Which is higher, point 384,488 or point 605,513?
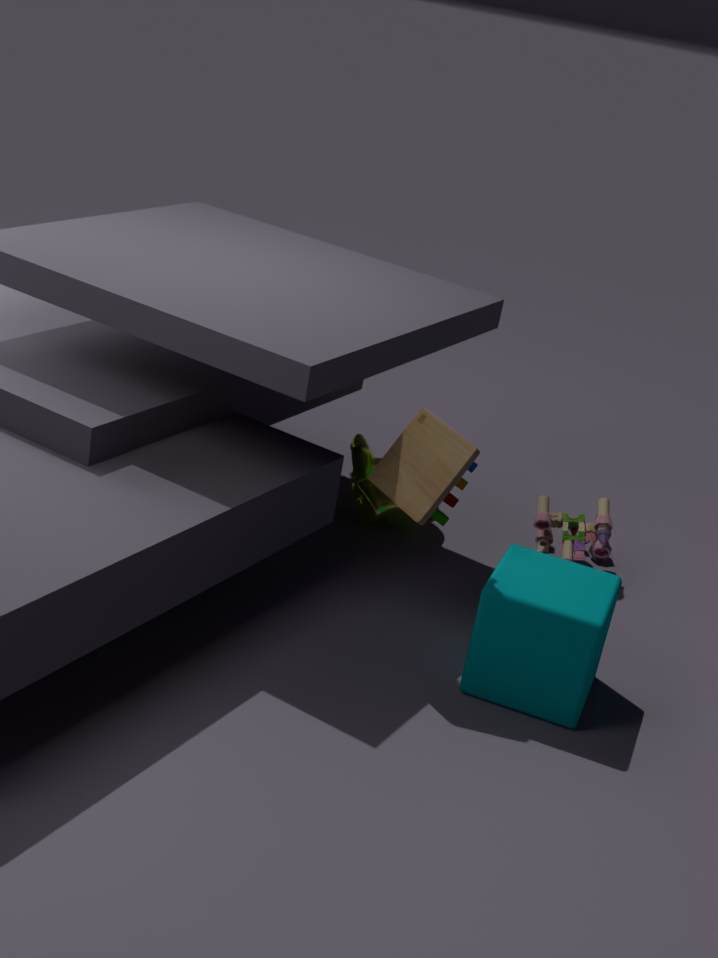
point 384,488
